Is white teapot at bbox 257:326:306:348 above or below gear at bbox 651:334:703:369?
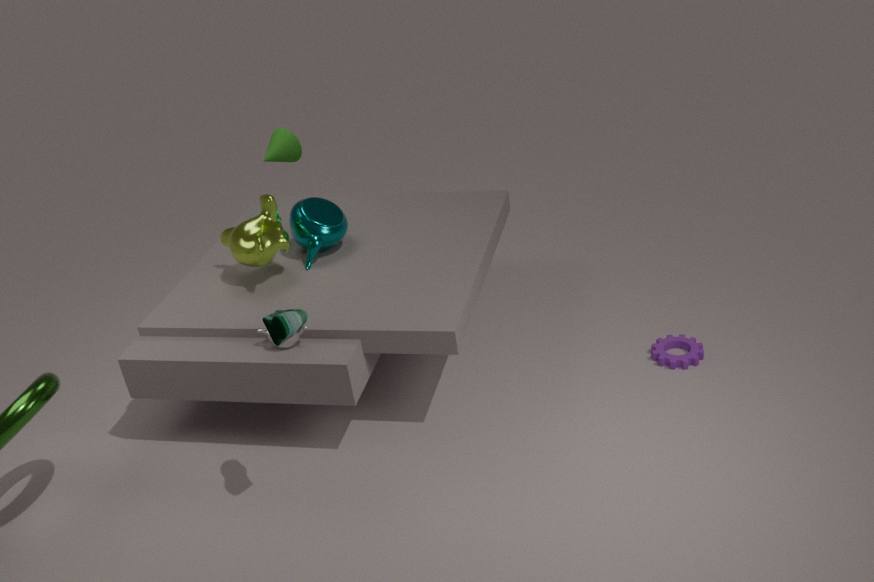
above
